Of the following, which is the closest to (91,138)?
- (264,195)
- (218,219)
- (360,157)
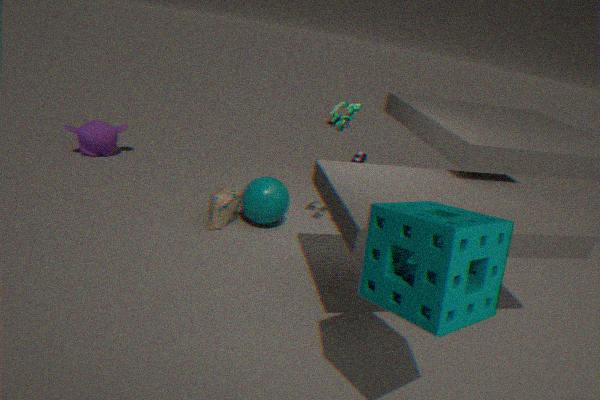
(218,219)
